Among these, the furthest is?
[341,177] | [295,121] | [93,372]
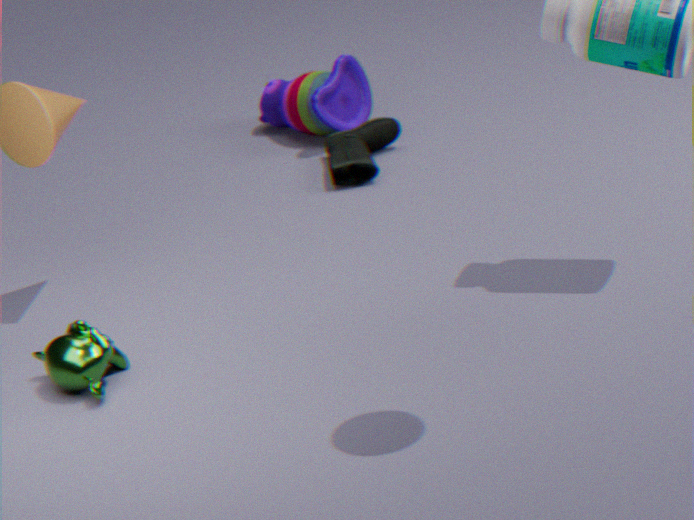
[295,121]
